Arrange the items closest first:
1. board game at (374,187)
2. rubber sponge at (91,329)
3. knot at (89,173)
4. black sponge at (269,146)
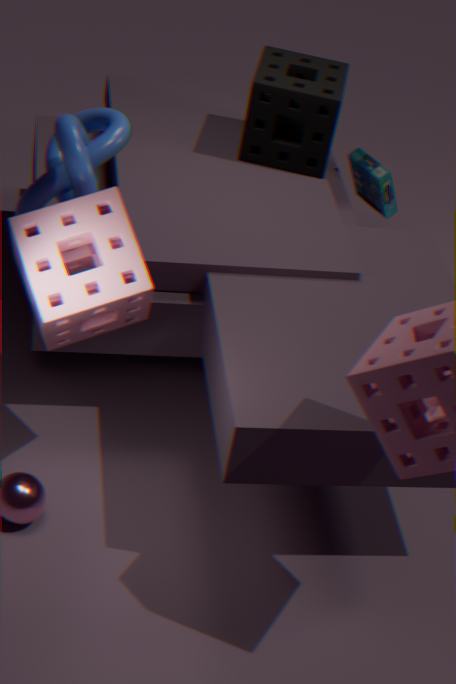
1. rubber sponge at (91,329)
2. knot at (89,173)
3. black sponge at (269,146)
4. board game at (374,187)
